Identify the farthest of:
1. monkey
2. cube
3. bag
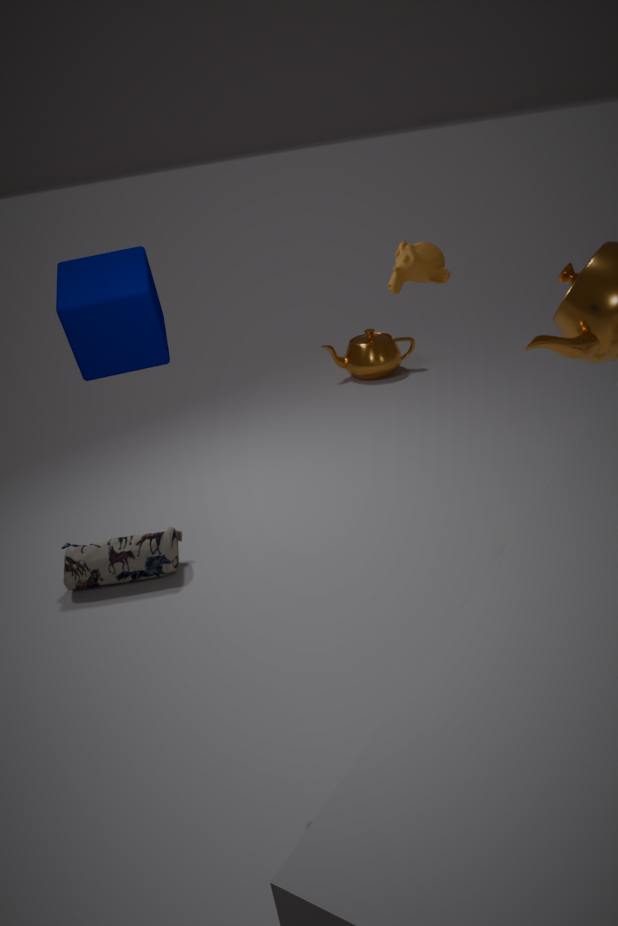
bag
